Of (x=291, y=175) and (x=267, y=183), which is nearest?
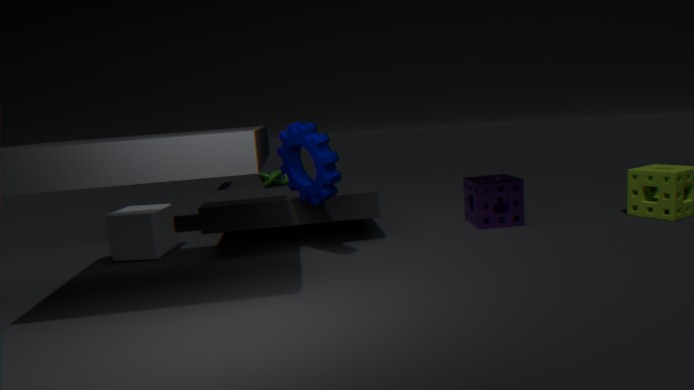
(x=291, y=175)
